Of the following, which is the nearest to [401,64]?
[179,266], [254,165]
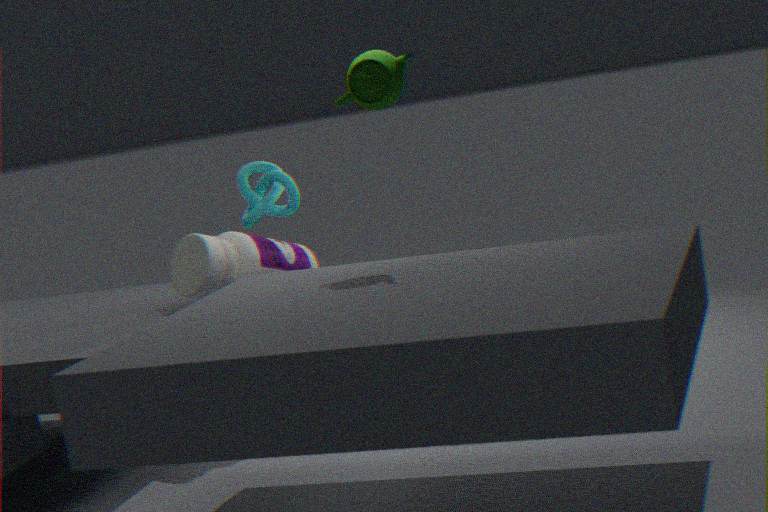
[179,266]
